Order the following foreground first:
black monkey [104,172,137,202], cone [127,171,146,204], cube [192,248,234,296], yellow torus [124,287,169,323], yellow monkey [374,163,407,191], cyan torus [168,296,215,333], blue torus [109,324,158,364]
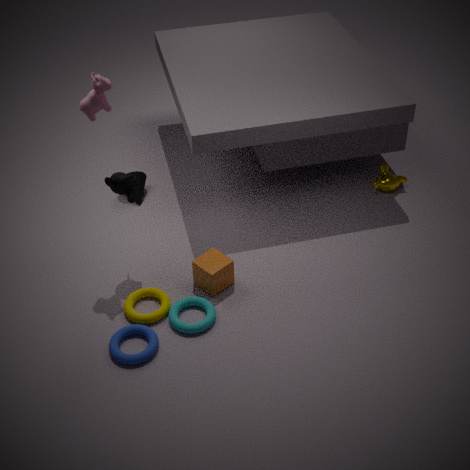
1. blue torus [109,324,158,364]
2. cyan torus [168,296,215,333]
3. yellow torus [124,287,169,323]
4. black monkey [104,172,137,202]
5. cube [192,248,234,296]
6. yellow monkey [374,163,407,191]
7. cone [127,171,146,204]
